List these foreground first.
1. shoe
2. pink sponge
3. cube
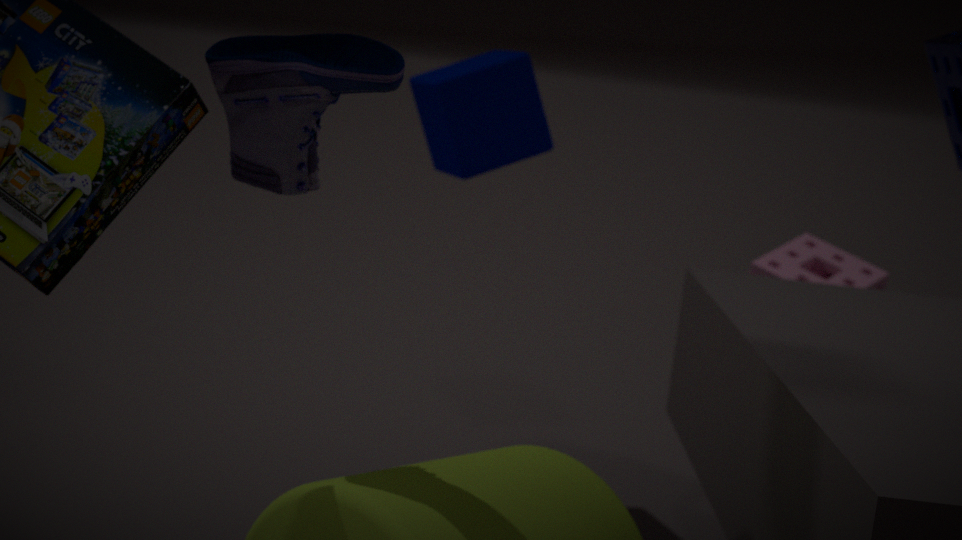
shoe < cube < pink sponge
